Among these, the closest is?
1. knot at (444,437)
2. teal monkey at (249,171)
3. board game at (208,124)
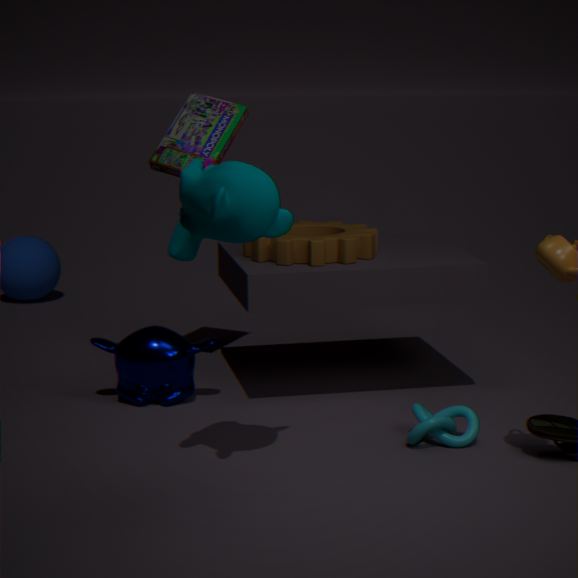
teal monkey at (249,171)
